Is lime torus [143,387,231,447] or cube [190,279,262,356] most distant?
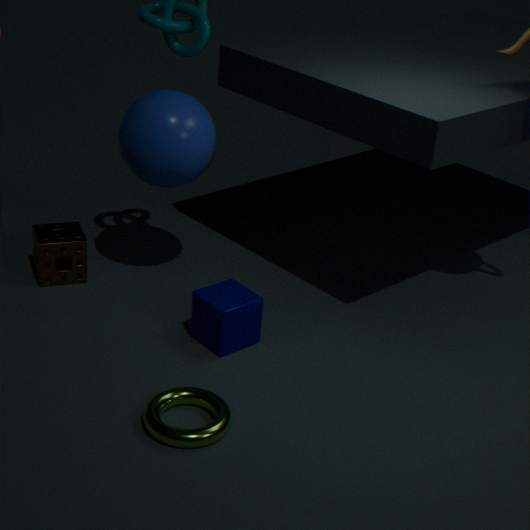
cube [190,279,262,356]
